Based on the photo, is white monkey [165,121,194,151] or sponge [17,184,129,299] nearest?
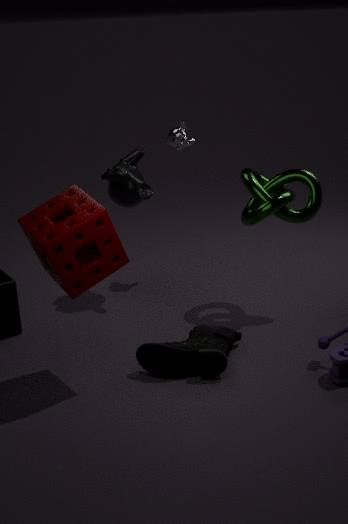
sponge [17,184,129,299]
